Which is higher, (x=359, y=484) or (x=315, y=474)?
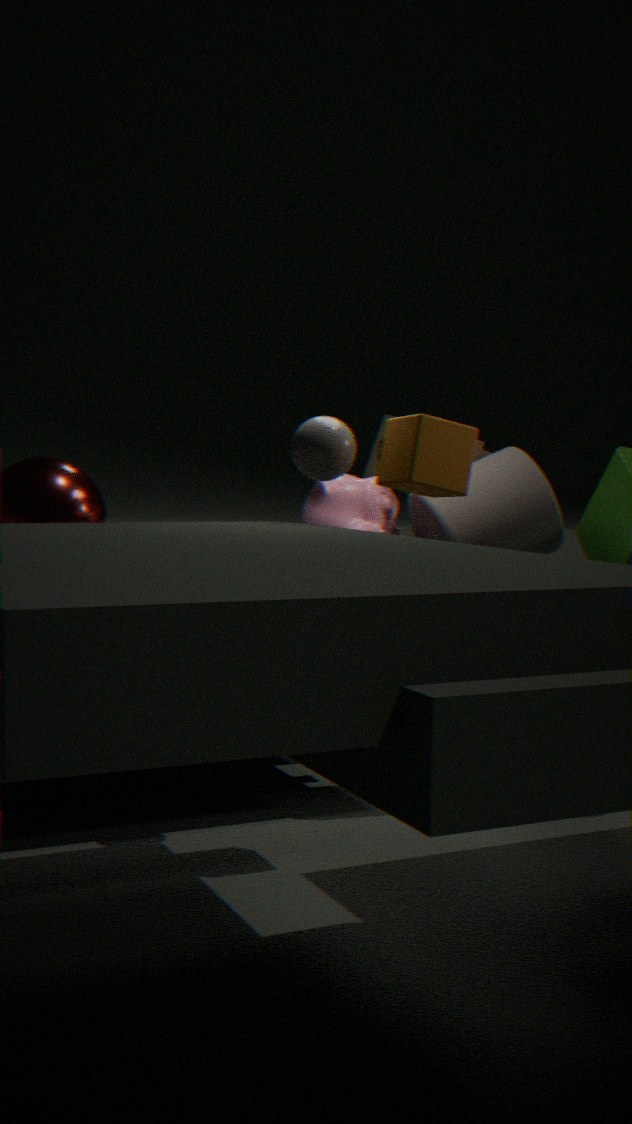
(x=315, y=474)
